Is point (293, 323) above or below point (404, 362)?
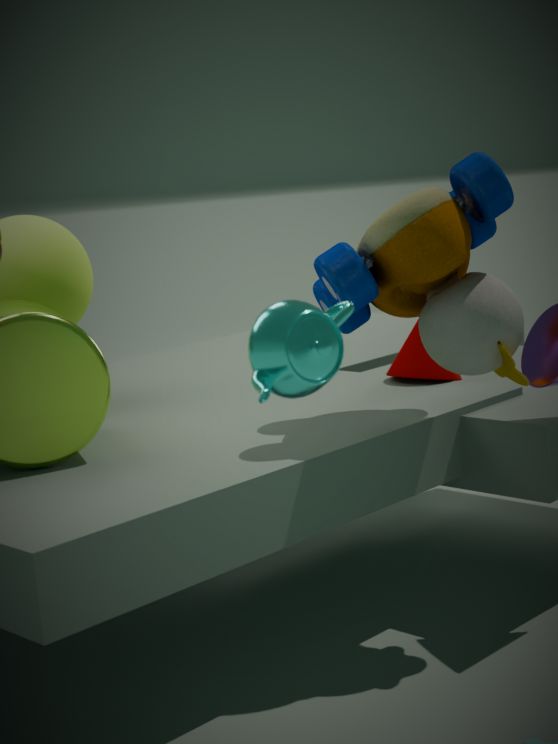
above
